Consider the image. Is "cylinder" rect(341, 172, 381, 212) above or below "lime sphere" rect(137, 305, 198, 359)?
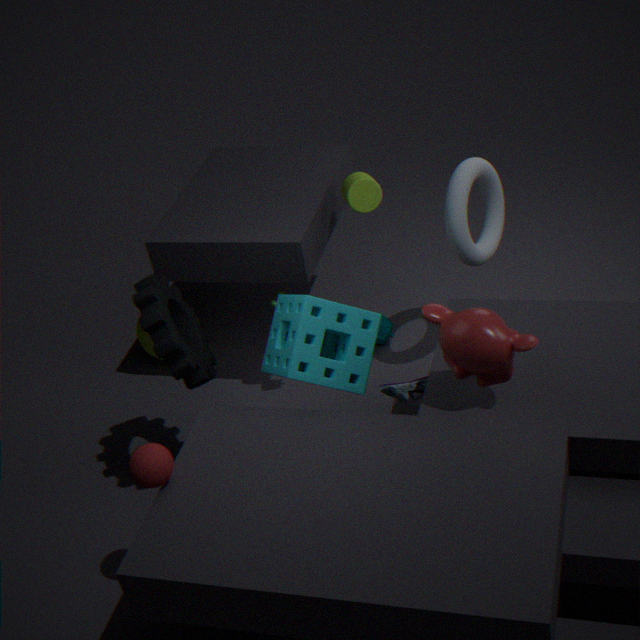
above
